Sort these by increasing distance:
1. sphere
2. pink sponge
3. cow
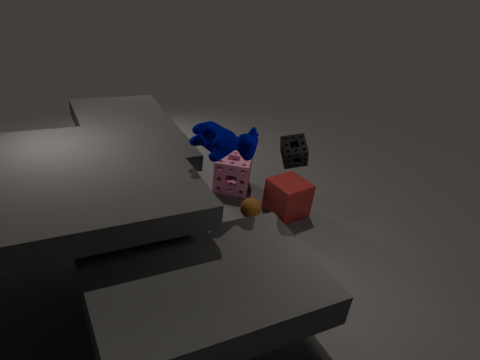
cow < sphere < pink sponge
